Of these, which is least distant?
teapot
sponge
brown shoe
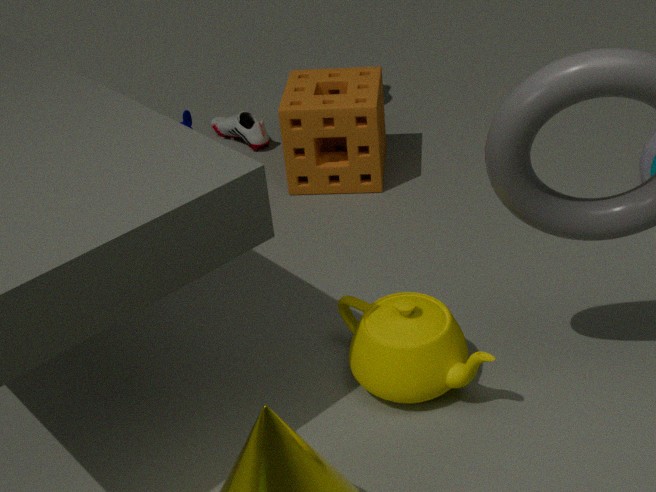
teapot
